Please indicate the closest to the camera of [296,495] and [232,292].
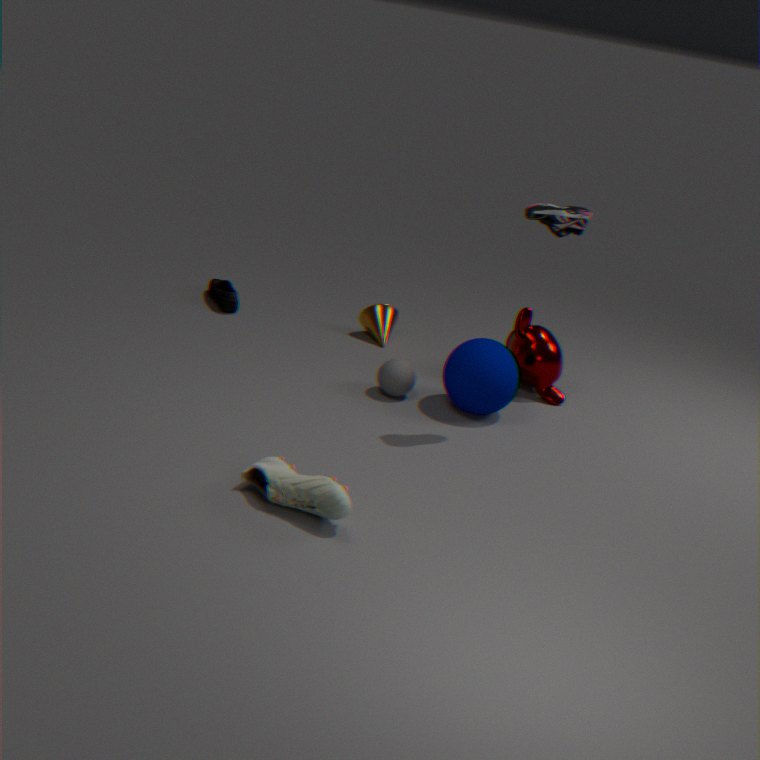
[296,495]
